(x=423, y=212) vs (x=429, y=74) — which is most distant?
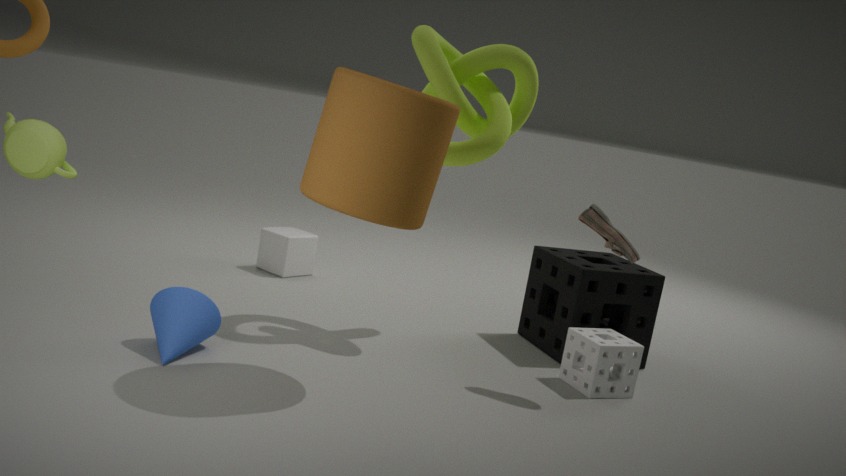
(x=429, y=74)
